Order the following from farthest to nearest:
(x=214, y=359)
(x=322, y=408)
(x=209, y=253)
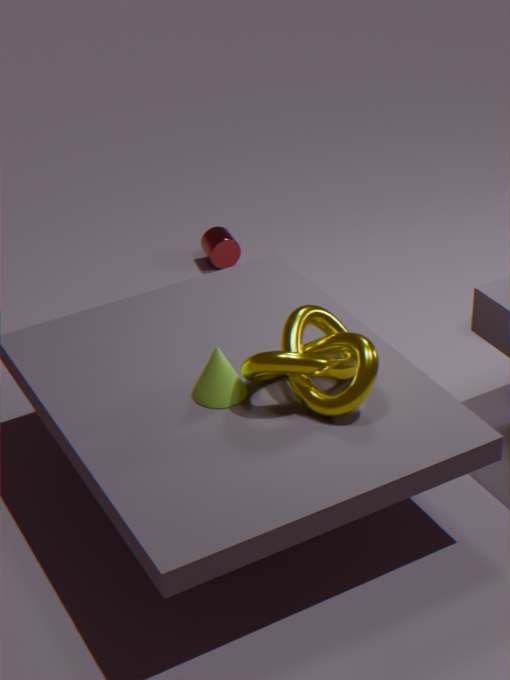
(x=209, y=253), (x=214, y=359), (x=322, y=408)
